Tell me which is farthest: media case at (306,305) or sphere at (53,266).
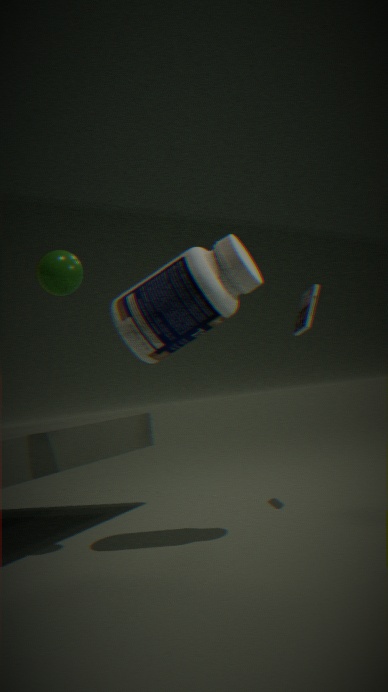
media case at (306,305)
